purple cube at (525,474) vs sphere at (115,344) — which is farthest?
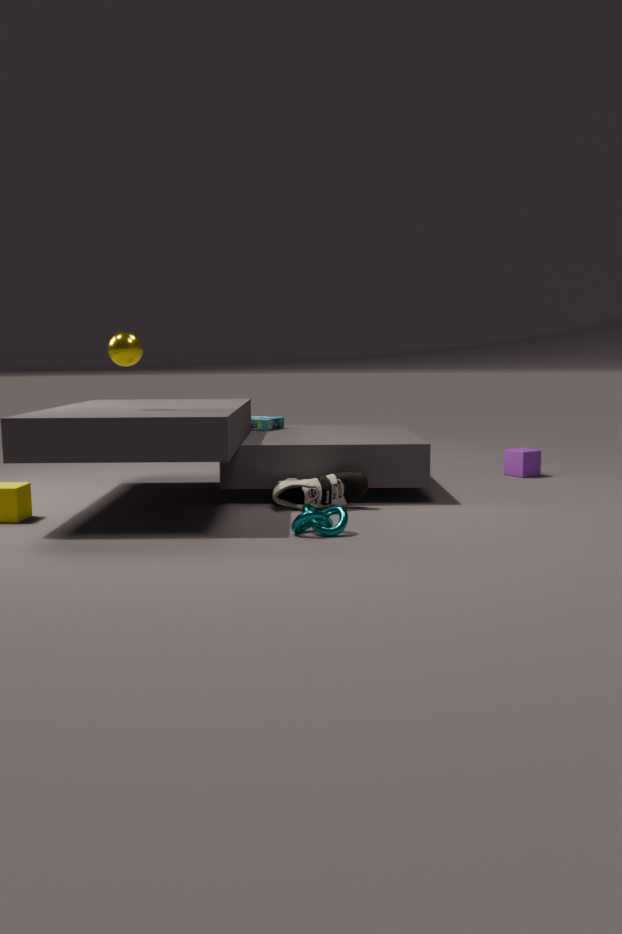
purple cube at (525,474)
